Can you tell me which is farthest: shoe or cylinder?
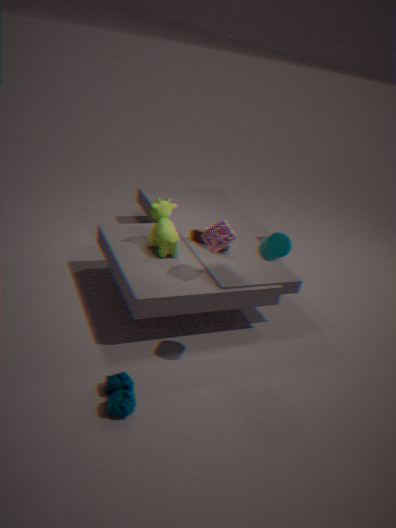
shoe
